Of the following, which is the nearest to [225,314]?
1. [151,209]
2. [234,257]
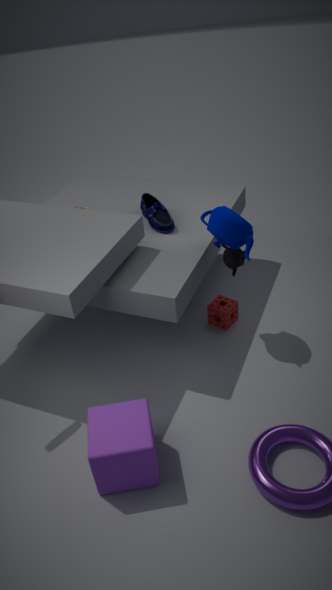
[234,257]
